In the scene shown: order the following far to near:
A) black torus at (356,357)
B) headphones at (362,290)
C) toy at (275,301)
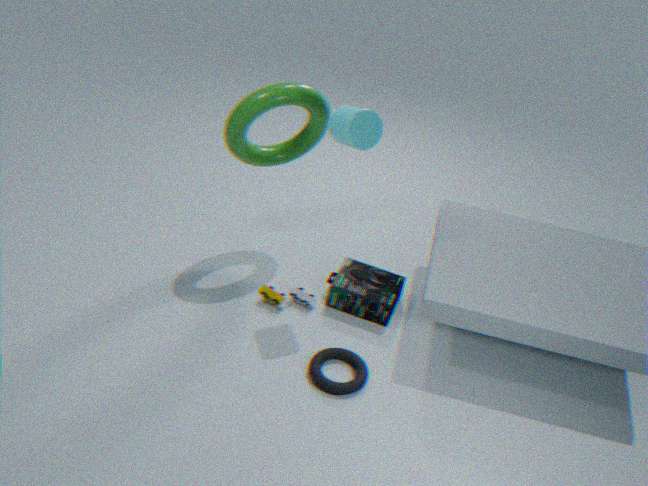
toy at (275,301), headphones at (362,290), black torus at (356,357)
